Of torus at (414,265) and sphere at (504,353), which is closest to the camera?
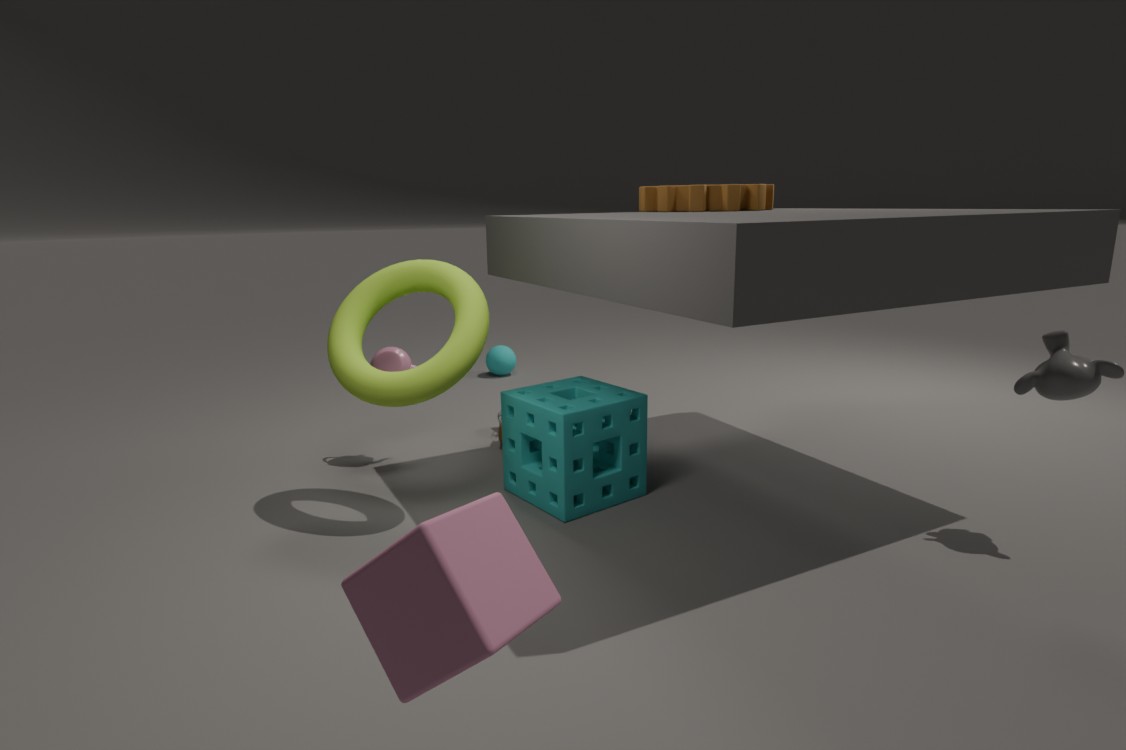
torus at (414,265)
